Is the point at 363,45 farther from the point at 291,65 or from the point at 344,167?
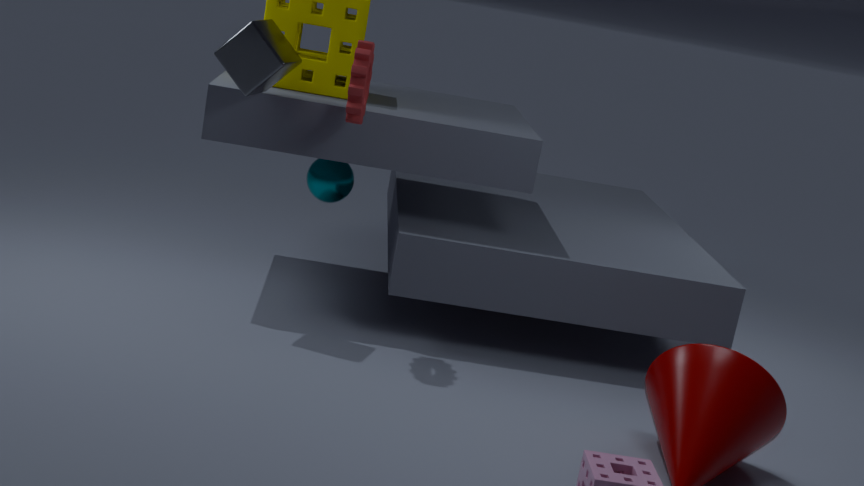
the point at 344,167
